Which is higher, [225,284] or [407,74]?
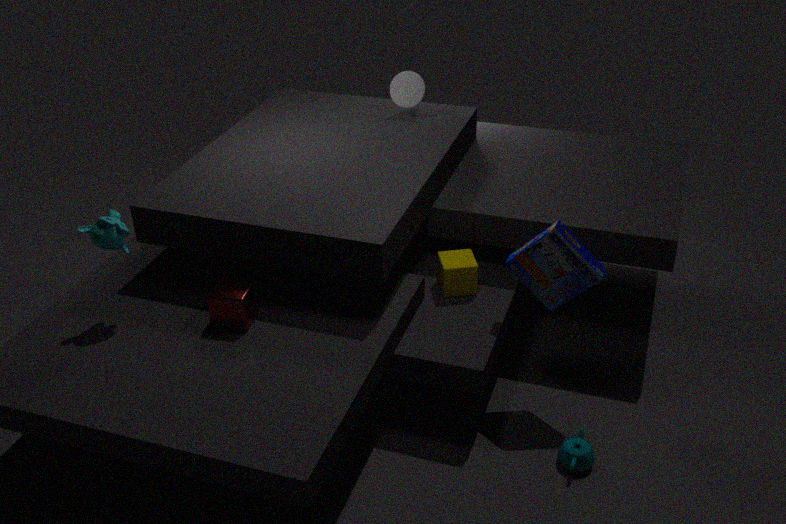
[407,74]
